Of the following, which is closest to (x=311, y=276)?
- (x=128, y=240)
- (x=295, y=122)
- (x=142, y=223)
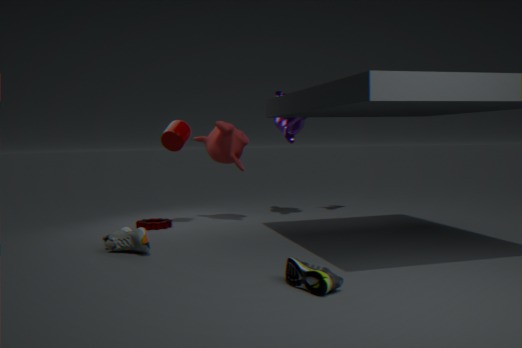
(x=128, y=240)
